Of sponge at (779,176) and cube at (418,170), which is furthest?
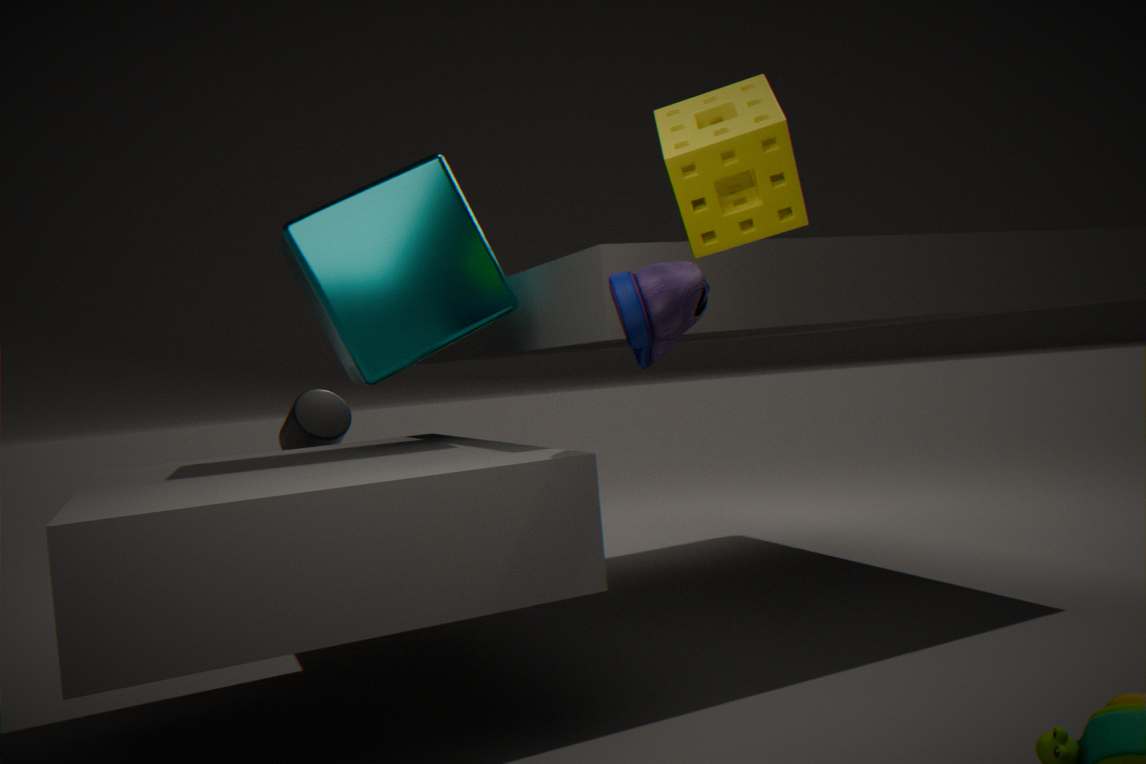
cube at (418,170)
